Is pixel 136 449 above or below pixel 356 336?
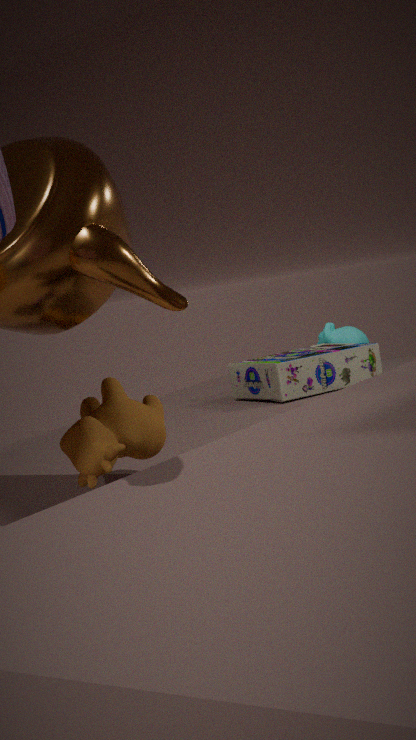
above
